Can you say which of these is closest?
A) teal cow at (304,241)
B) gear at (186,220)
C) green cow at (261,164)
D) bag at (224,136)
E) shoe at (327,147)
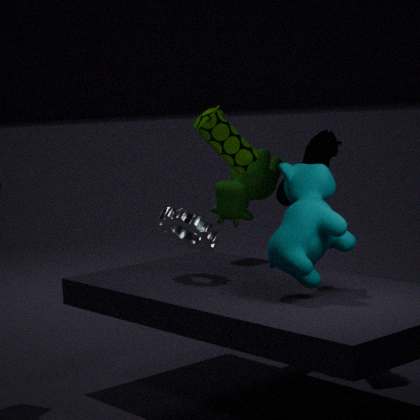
teal cow at (304,241)
